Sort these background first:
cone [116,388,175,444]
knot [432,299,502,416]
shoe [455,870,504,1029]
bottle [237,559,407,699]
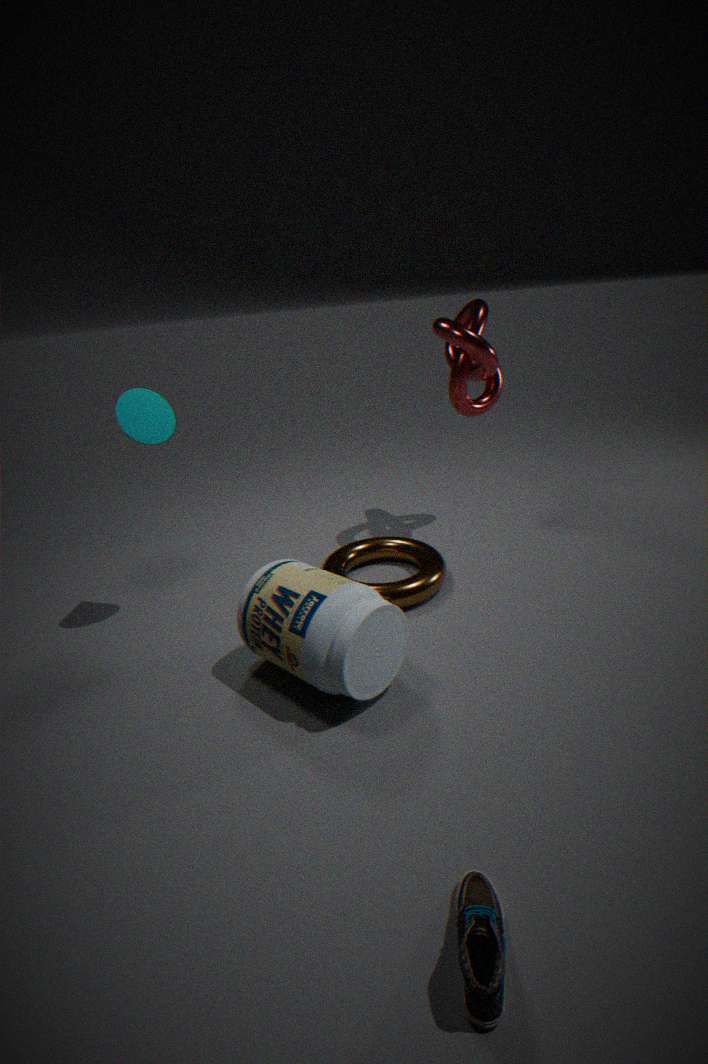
knot [432,299,502,416], cone [116,388,175,444], bottle [237,559,407,699], shoe [455,870,504,1029]
